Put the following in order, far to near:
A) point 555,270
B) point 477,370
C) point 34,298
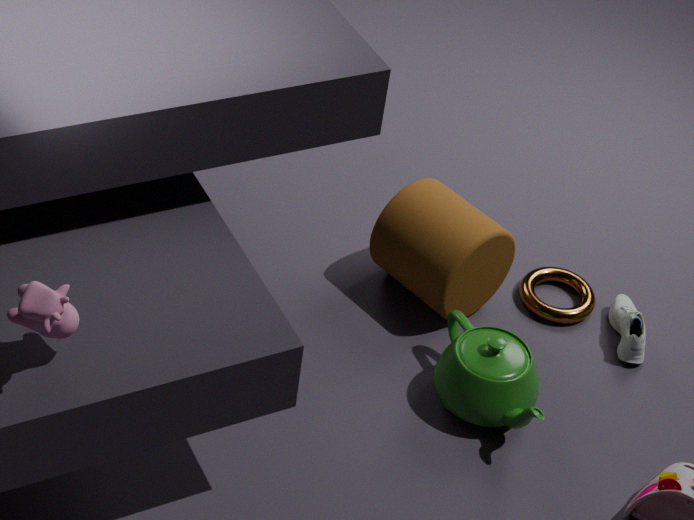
point 555,270, point 477,370, point 34,298
